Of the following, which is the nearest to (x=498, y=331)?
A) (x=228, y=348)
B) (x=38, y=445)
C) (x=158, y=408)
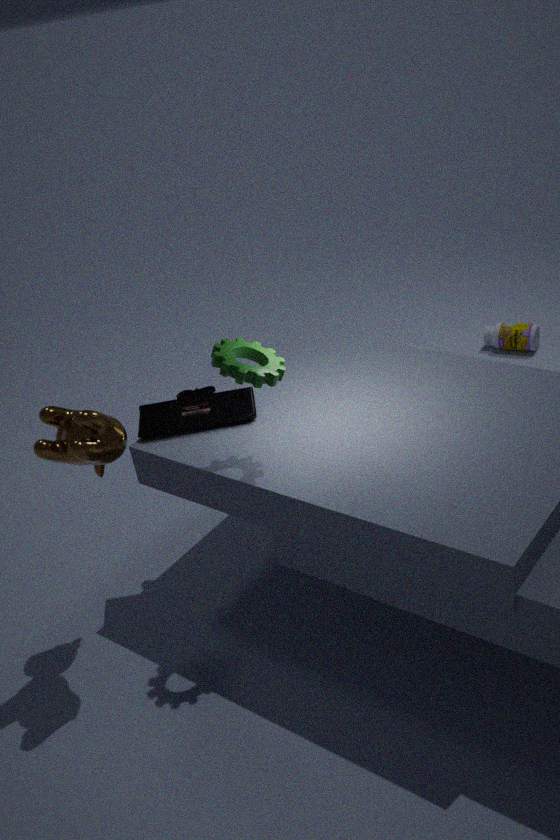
(x=158, y=408)
